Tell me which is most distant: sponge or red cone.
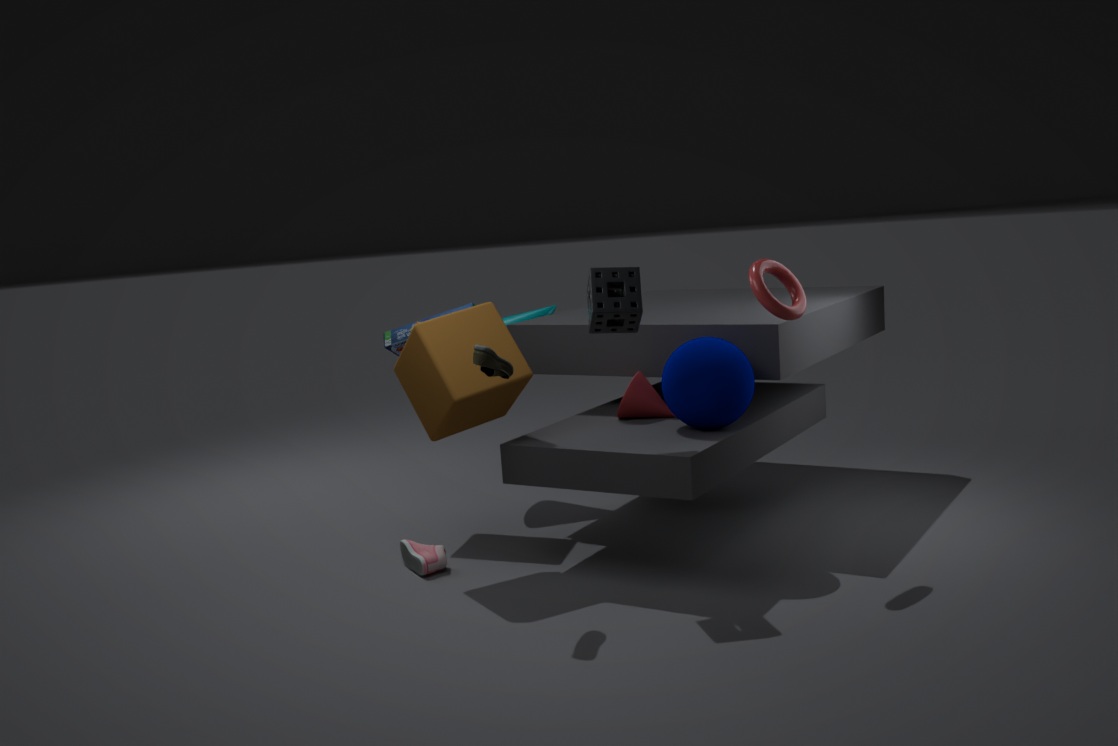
red cone
